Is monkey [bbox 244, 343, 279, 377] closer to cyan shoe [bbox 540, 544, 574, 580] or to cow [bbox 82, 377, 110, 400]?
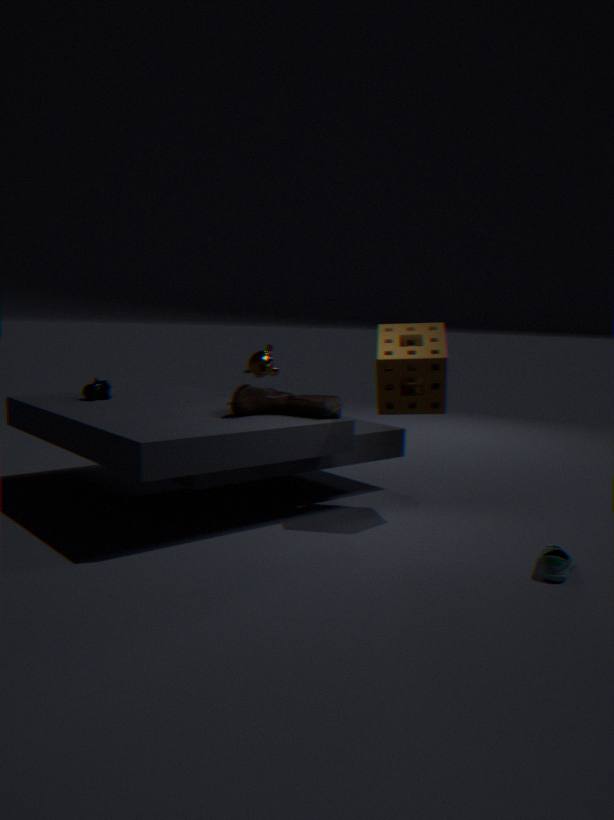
cow [bbox 82, 377, 110, 400]
